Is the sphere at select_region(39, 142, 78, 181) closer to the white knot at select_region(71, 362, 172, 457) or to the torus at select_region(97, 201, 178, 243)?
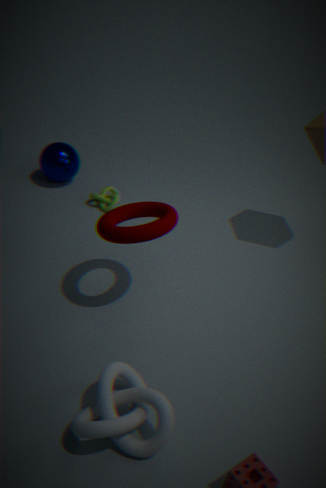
the torus at select_region(97, 201, 178, 243)
